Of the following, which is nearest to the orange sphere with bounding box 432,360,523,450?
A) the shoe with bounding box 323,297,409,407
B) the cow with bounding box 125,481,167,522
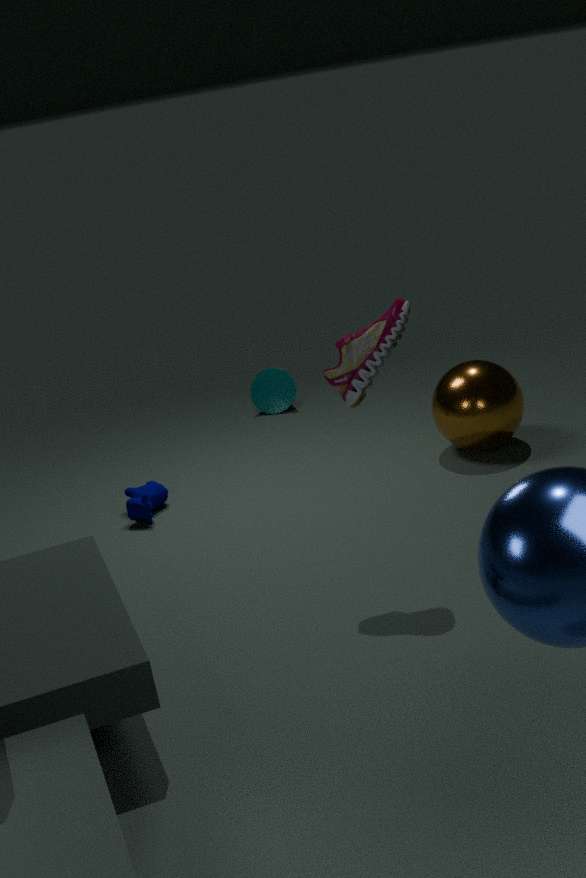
the shoe with bounding box 323,297,409,407
